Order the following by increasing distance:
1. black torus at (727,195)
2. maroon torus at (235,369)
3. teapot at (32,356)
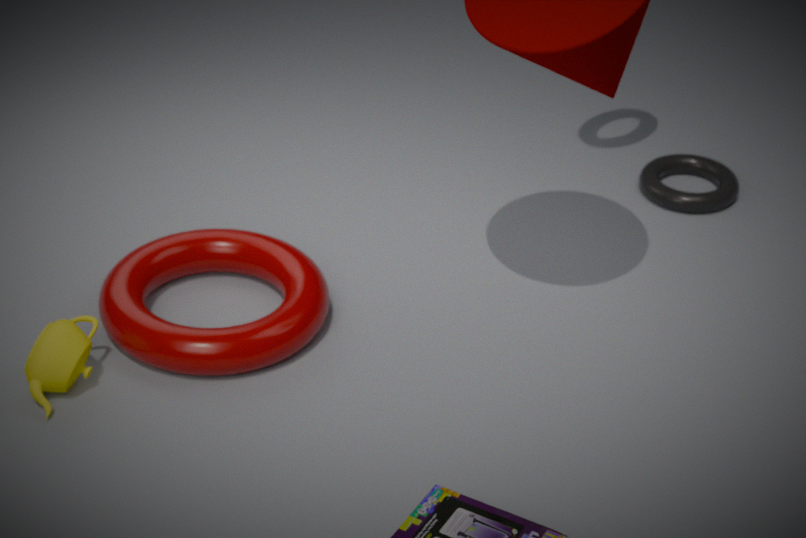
1. teapot at (32,356)
2. maroon torus at (235,369)
3. black torus at (727,195)
